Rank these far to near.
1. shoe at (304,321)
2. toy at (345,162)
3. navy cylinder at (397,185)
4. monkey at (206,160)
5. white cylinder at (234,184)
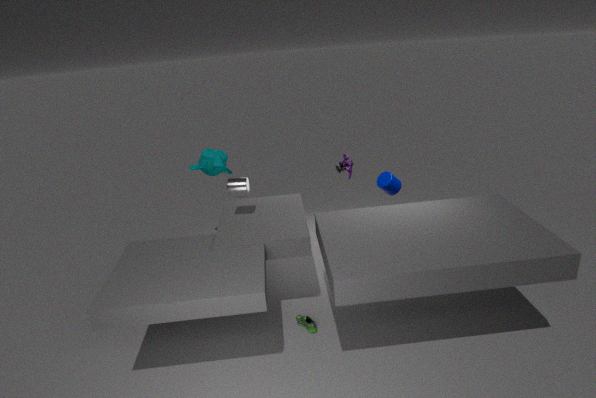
toy at (345,162) → monkey at (206,160) → navy cylinder at (397,185) → white cylinder at (234,184) → shoe at (304,321)
